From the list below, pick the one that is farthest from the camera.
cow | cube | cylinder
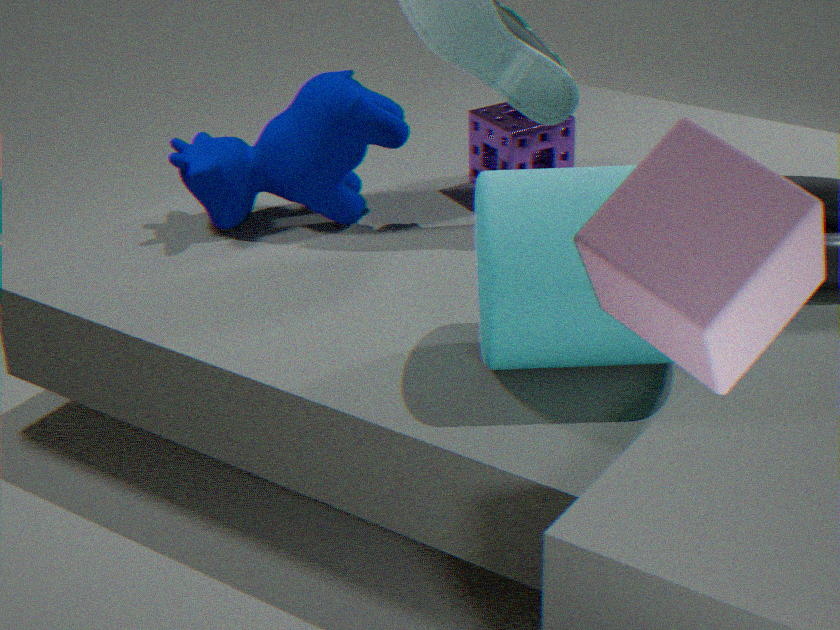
cow
